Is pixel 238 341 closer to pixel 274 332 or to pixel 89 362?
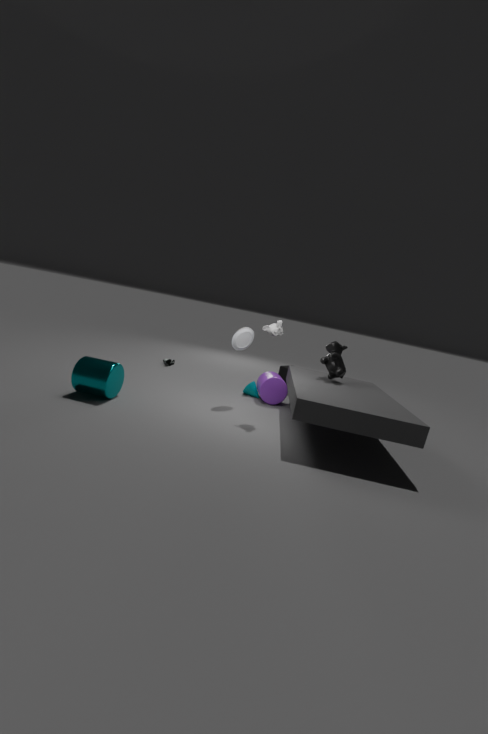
pixel 274 332
